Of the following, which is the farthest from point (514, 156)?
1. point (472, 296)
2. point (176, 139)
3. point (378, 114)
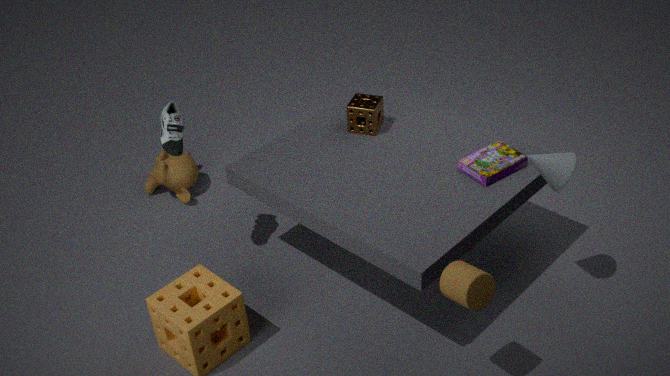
point (176, 139)
